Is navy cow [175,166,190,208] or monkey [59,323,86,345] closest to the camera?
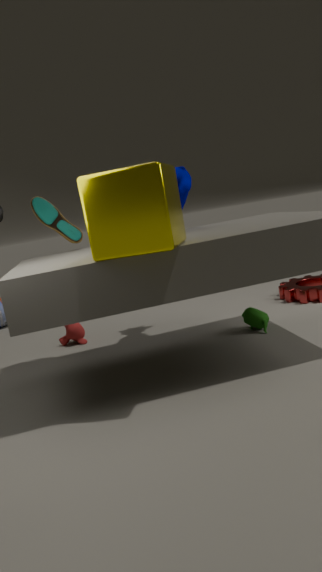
navy cow [175,166,190,208]
